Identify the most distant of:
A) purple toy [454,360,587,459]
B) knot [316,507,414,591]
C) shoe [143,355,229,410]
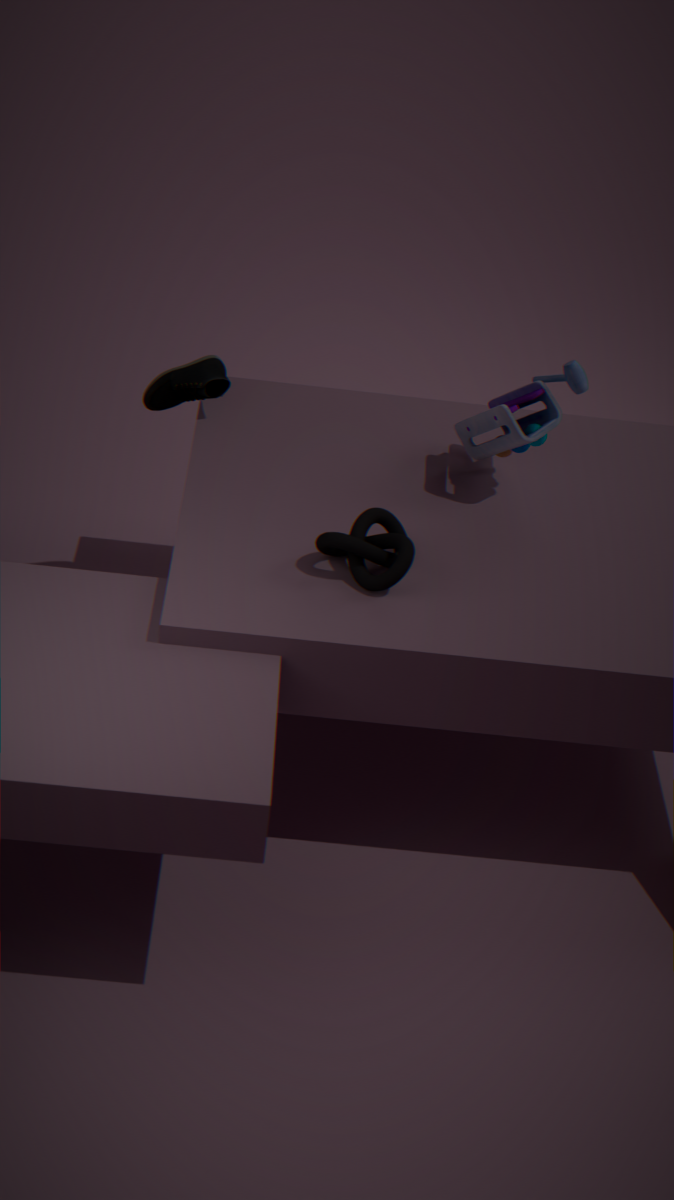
shoe [143,355,229,410]
